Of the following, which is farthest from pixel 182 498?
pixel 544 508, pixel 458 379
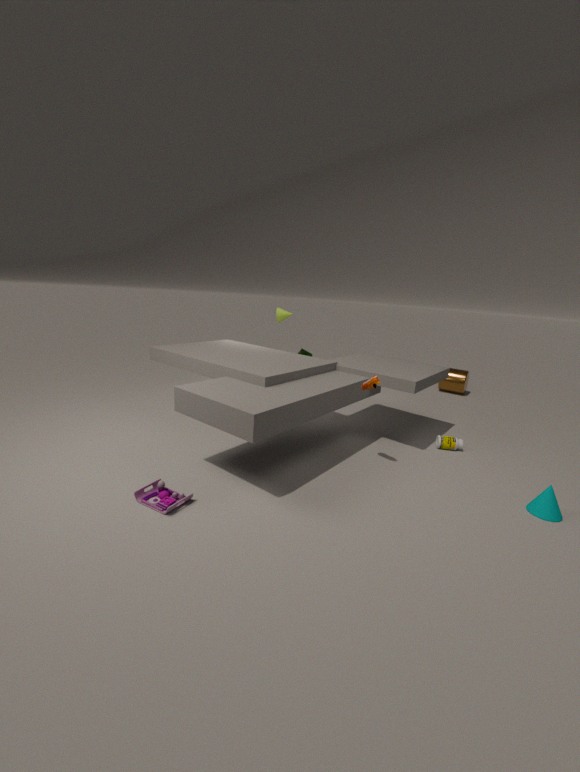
pixel 458 379
